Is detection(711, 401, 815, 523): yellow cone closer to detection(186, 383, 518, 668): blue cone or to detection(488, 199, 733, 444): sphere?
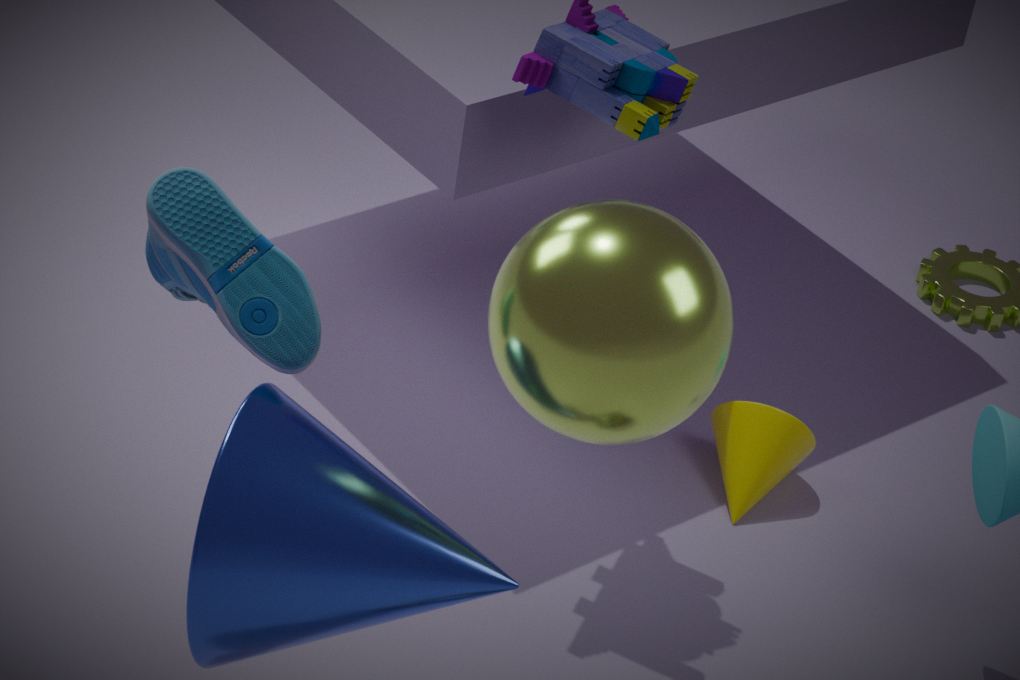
detection(488, 199, 733, 444): sphere
